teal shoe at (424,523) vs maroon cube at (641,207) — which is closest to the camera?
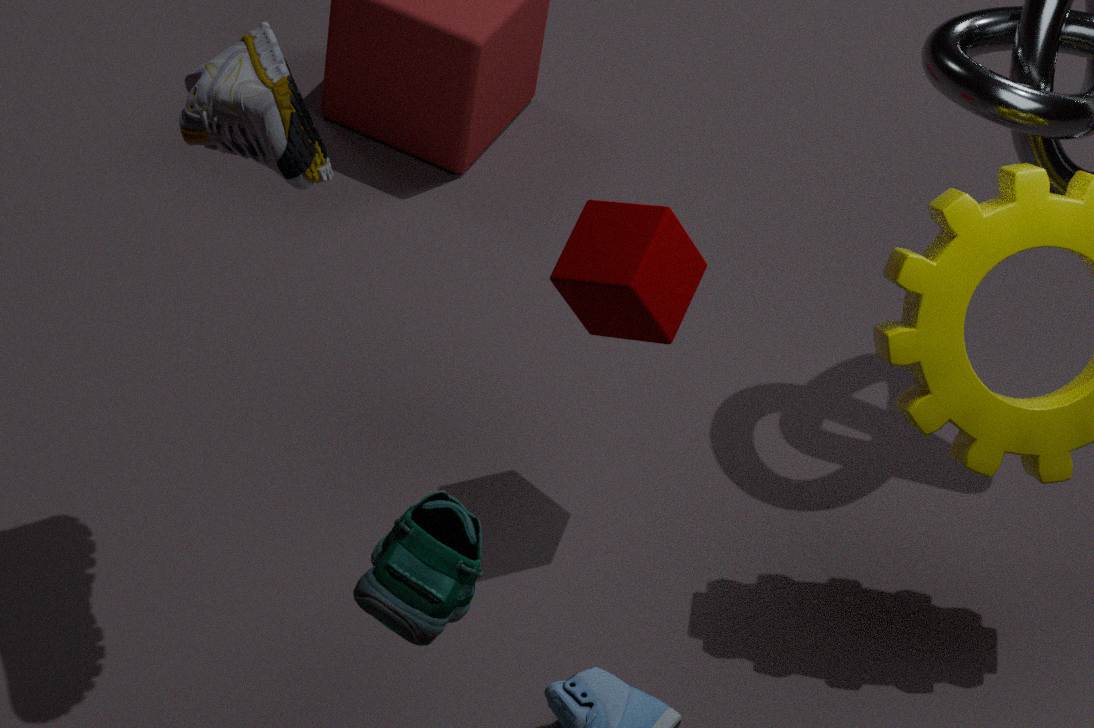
teal shoe at (424,523)
